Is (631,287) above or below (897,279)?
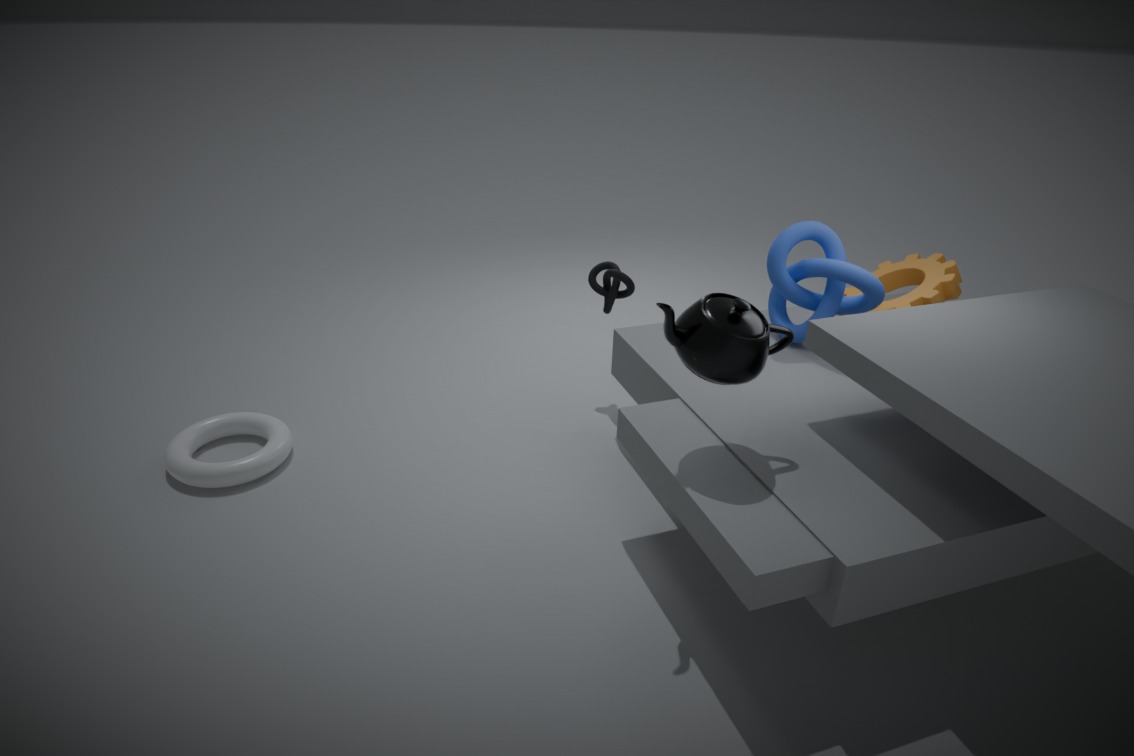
below
